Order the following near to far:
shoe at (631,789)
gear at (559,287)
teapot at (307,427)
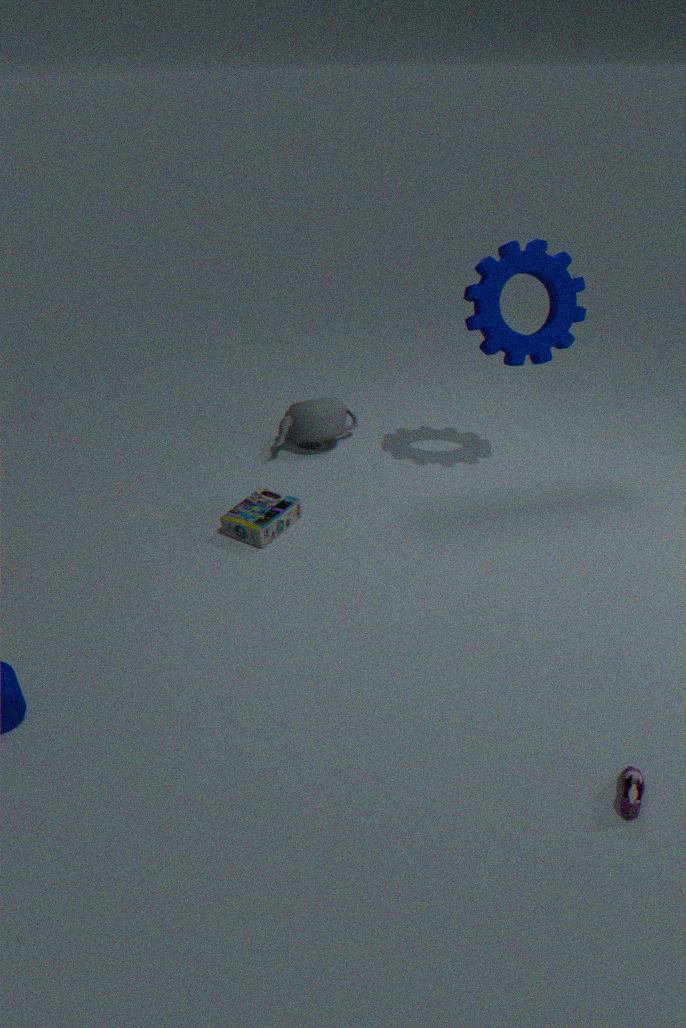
shoe at (631,789), gear at (559,287), teapot at (307,427)
